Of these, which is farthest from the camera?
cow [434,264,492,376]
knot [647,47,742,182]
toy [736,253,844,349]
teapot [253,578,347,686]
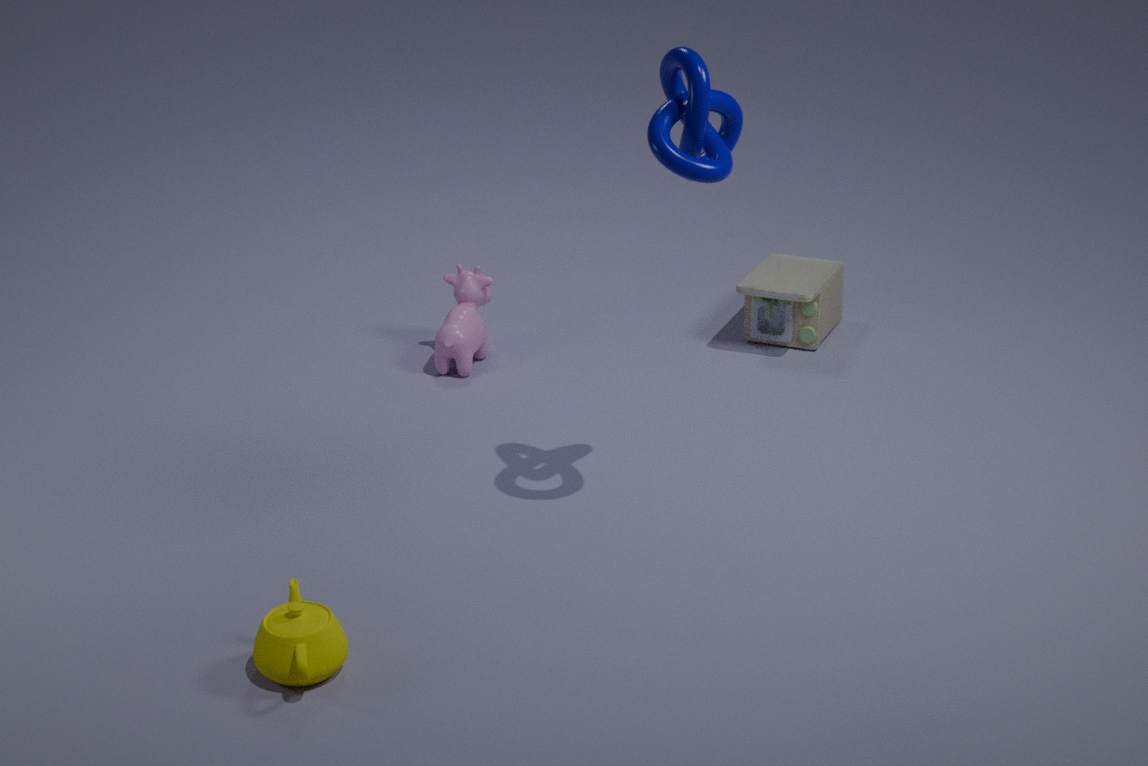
toy [736,253,844,349]
